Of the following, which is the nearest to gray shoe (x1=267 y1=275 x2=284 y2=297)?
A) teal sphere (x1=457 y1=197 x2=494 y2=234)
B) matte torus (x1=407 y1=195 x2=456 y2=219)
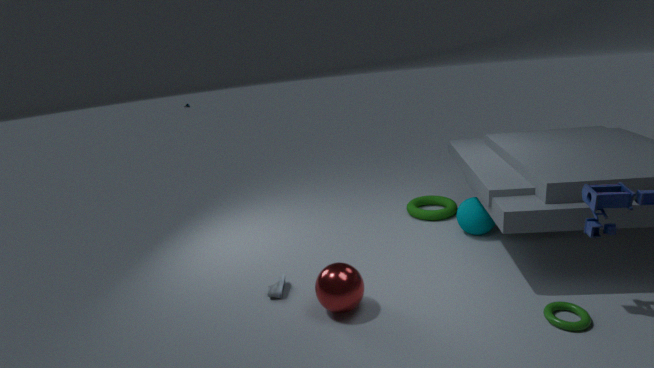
matte torus (x1=407 y1=195 x2=456 y2=219)
